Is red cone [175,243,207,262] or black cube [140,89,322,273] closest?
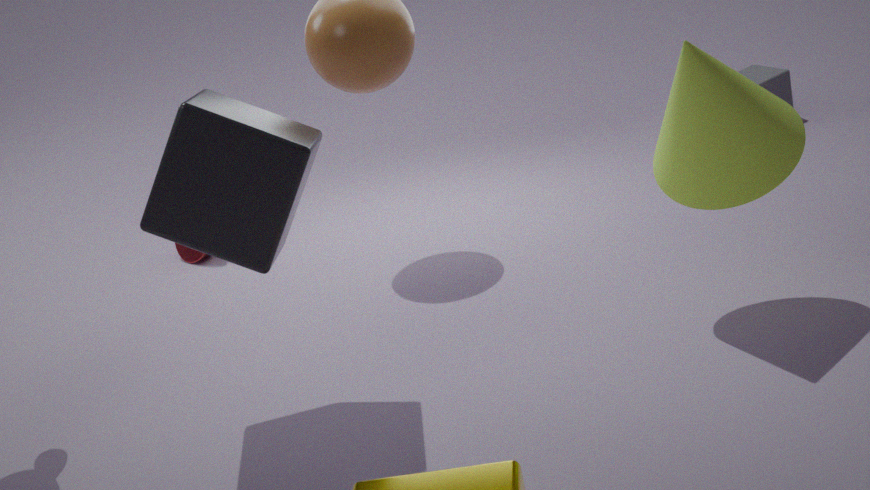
black cube [140,89,322,273]
